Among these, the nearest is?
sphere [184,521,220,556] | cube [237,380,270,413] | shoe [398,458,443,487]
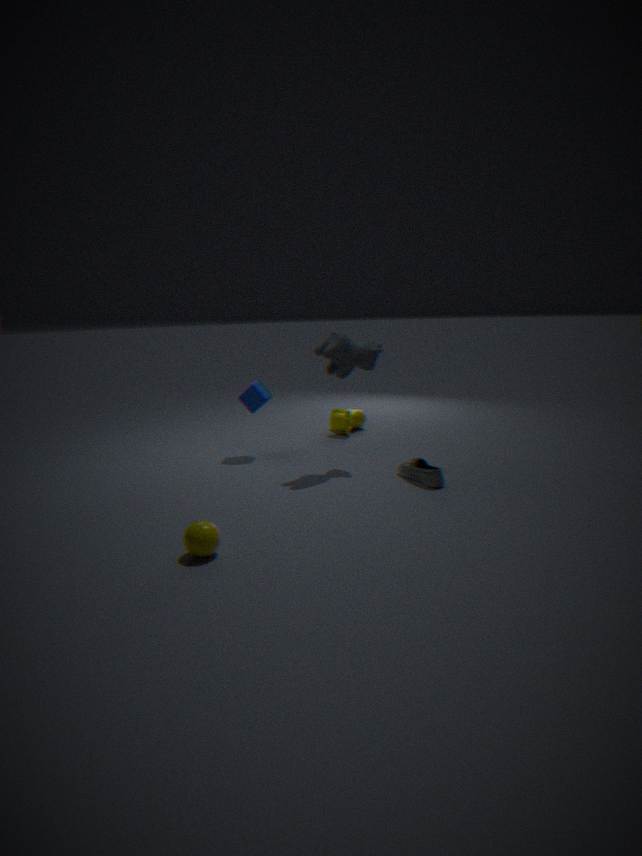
sphere [184,521,220,556]
